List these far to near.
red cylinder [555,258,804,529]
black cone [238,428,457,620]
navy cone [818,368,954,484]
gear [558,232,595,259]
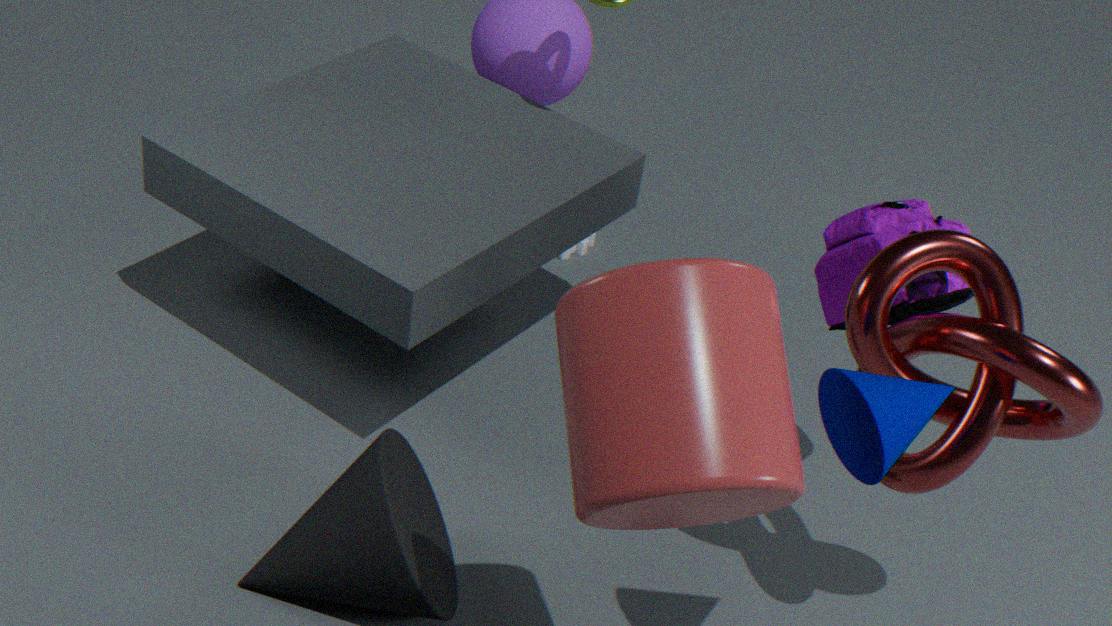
gear [558,232,595,259], black cone [238,428,457,620], navy cone [818,368,954,484], red cylinder [555,258,804,529]
